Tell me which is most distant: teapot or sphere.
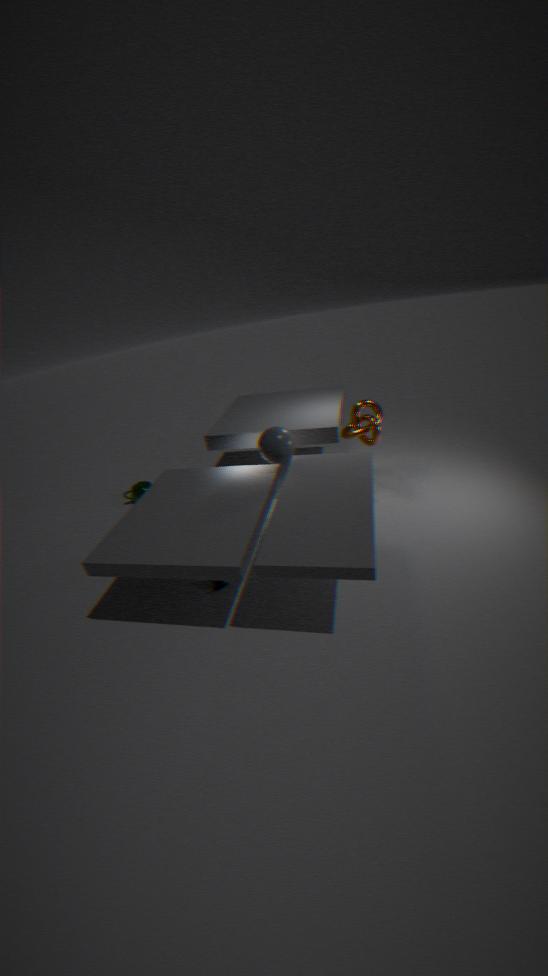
teapot
